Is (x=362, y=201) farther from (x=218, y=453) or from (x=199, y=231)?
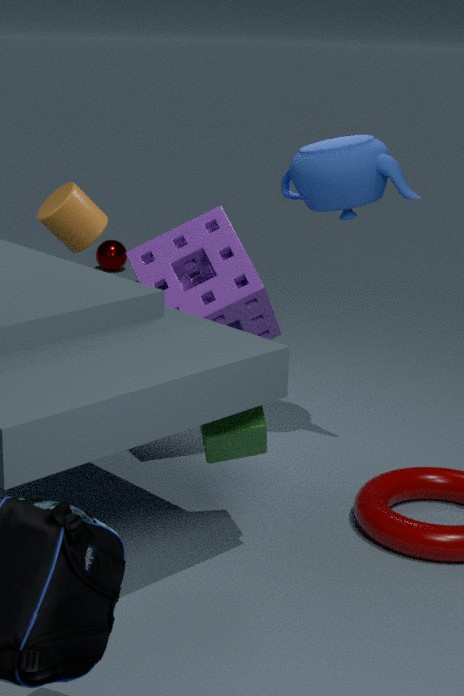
(x=218, y=453)
